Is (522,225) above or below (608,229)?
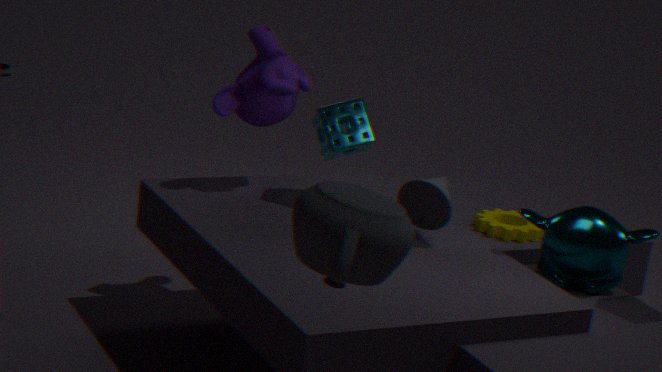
below
